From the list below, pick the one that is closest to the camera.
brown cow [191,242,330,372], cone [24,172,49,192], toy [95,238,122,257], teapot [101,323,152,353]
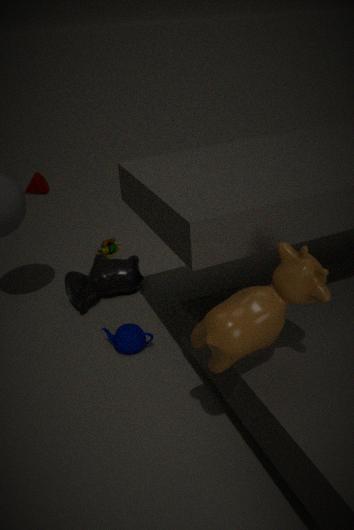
brown cow [191,242,330,372]
